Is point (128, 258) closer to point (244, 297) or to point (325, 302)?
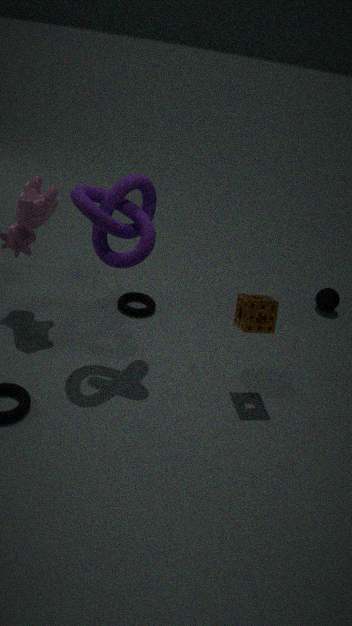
point (244, 297)
